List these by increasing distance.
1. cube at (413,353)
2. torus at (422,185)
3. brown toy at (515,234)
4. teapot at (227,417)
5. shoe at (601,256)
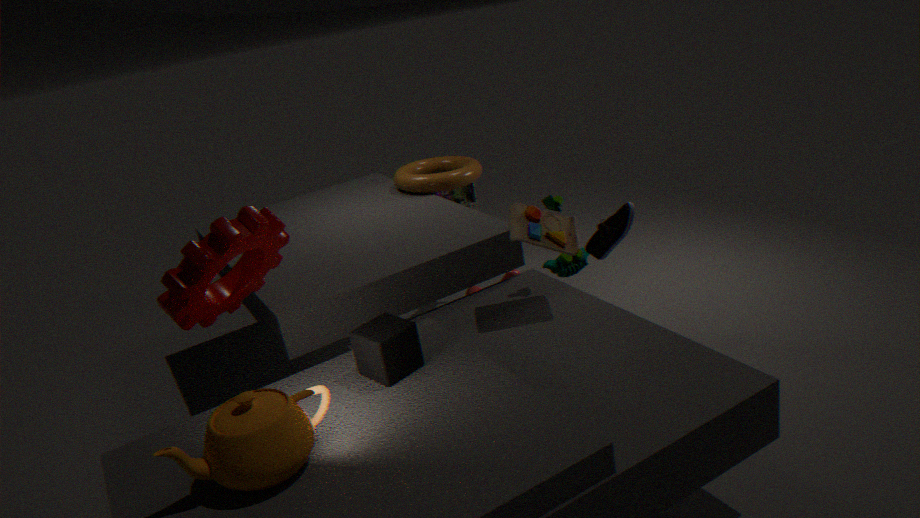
teapot at (227,417), cube at (413,353), brown toy at (515,234), shoe at (601,256), torus at (422,185)
